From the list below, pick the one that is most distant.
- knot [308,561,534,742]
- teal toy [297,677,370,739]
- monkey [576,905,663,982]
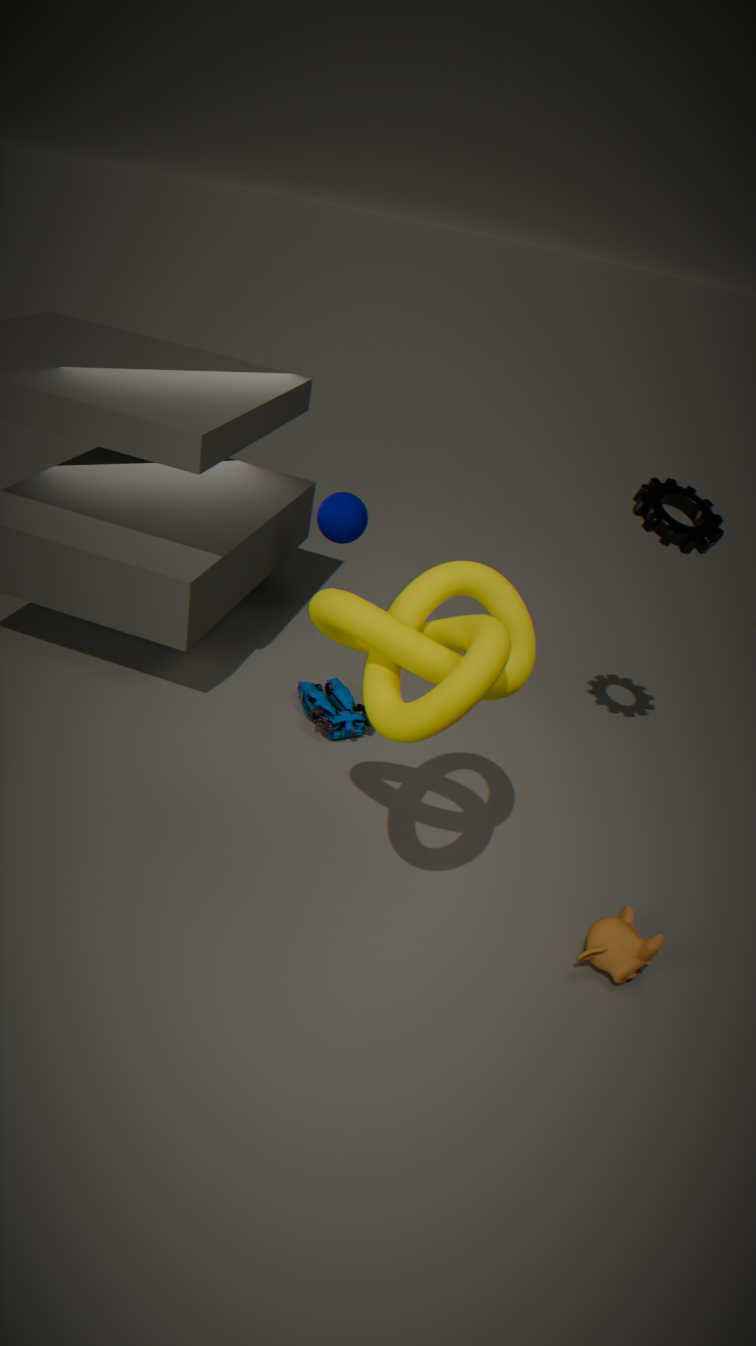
teal toy [297,677,370,739]
